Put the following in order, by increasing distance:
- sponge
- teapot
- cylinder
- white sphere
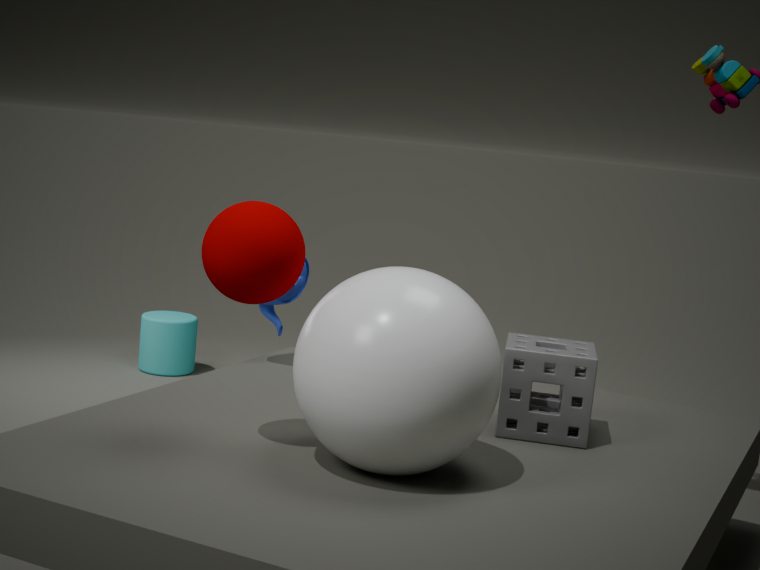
white sphere, sponge, teapot, cylinder
